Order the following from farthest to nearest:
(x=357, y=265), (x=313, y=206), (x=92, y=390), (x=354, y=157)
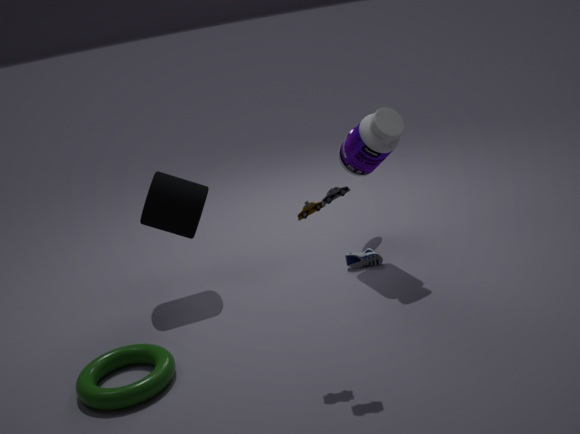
1. (x=357, y=265)
2. (x=354, y=157)
3. (x=92, y=390)
4. (x=313, y=206)
